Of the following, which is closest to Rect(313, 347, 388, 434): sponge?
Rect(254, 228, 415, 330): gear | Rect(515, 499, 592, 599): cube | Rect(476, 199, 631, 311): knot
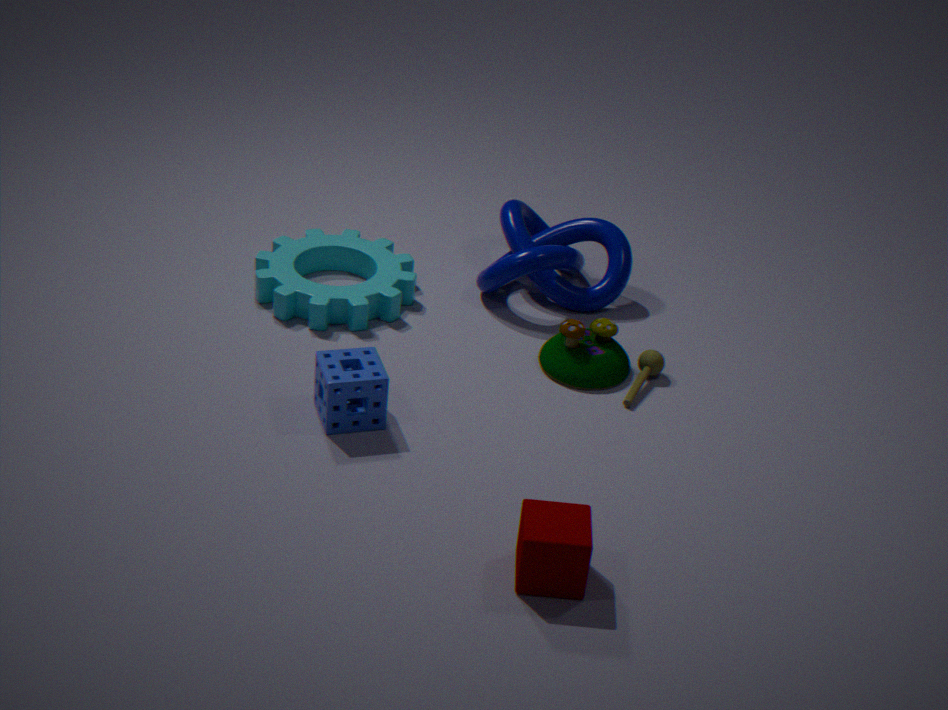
Rect(254, 228, 415, 330): gear
